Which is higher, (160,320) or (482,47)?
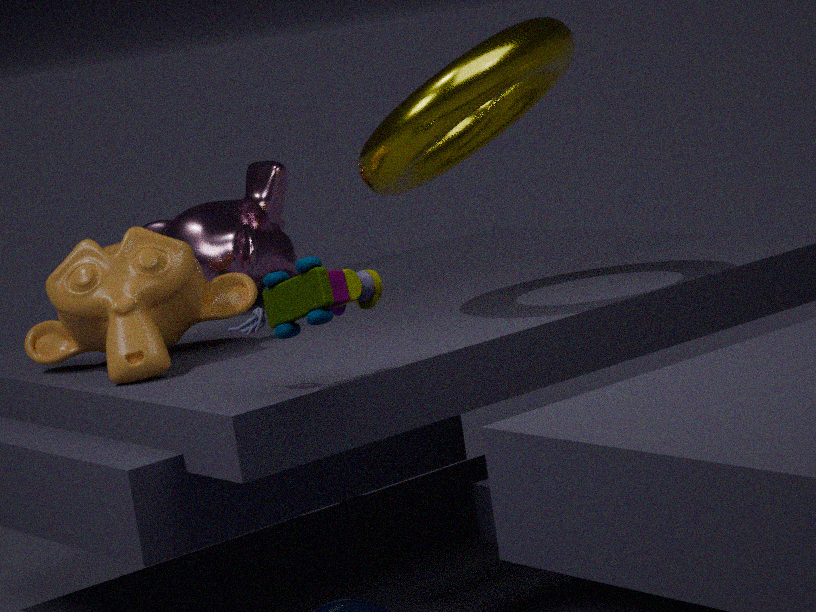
(482,47)
